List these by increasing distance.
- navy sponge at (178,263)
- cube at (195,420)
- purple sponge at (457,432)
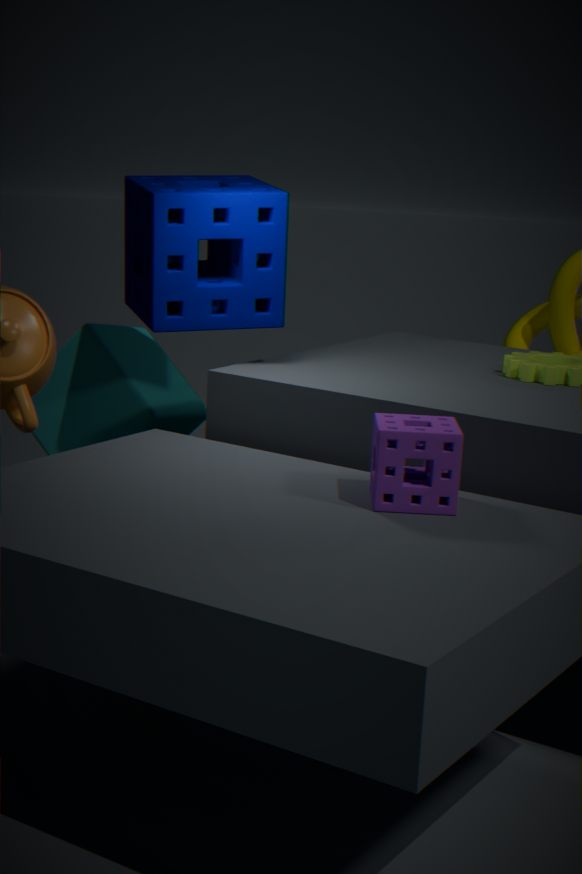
purple sponge at (457,432)
navy sponge at (178,263)
cube at (195,420)
